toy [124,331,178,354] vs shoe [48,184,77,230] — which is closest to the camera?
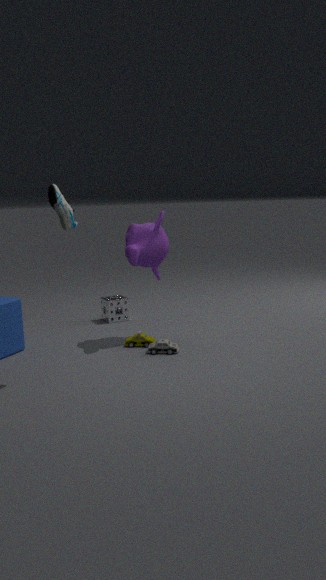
shoe [48,184,77,230]
